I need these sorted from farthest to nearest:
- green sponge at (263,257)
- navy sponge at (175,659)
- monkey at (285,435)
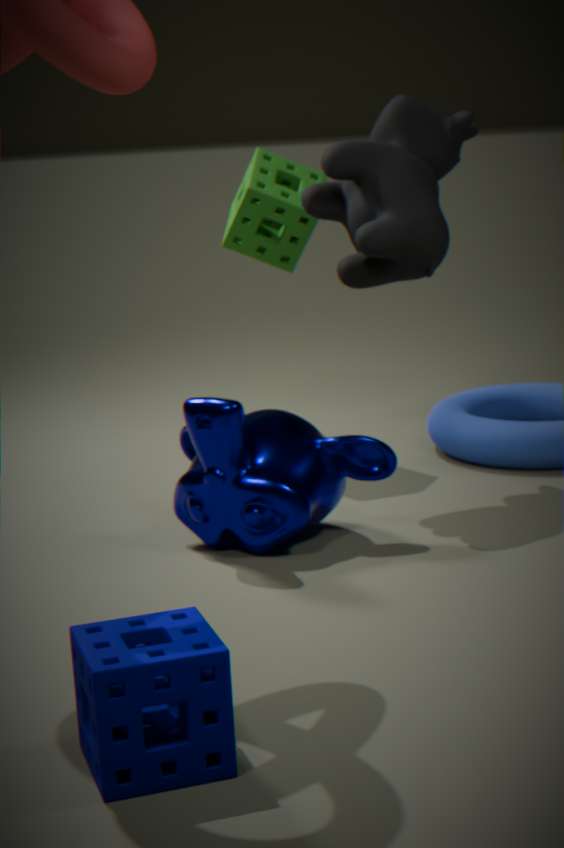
green sponge at (263,257)
monkey at (285,435)
navy sponge at (175,659)
